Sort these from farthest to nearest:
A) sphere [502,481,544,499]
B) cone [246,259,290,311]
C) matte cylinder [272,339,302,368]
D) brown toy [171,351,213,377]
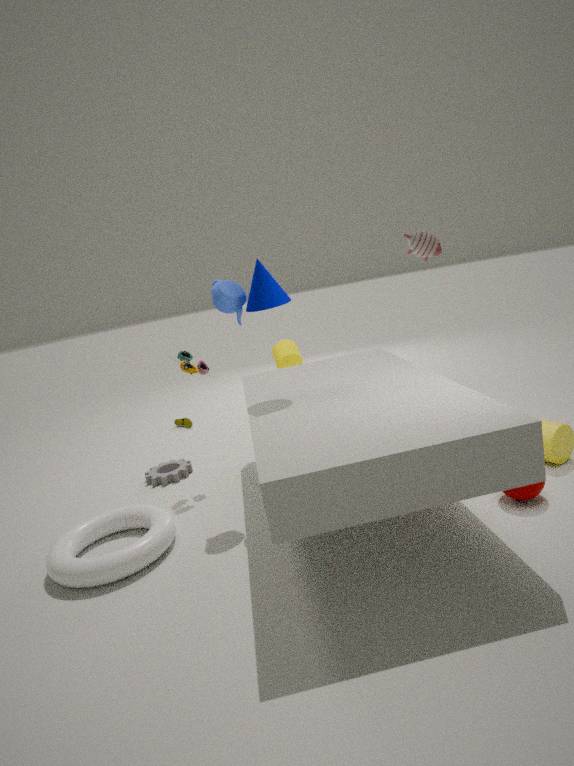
matte cylinder [272,339,302,368] < brown toy [171,351,213,377] < cone [246,259,290,311] < sphere [502,481,544,499]
